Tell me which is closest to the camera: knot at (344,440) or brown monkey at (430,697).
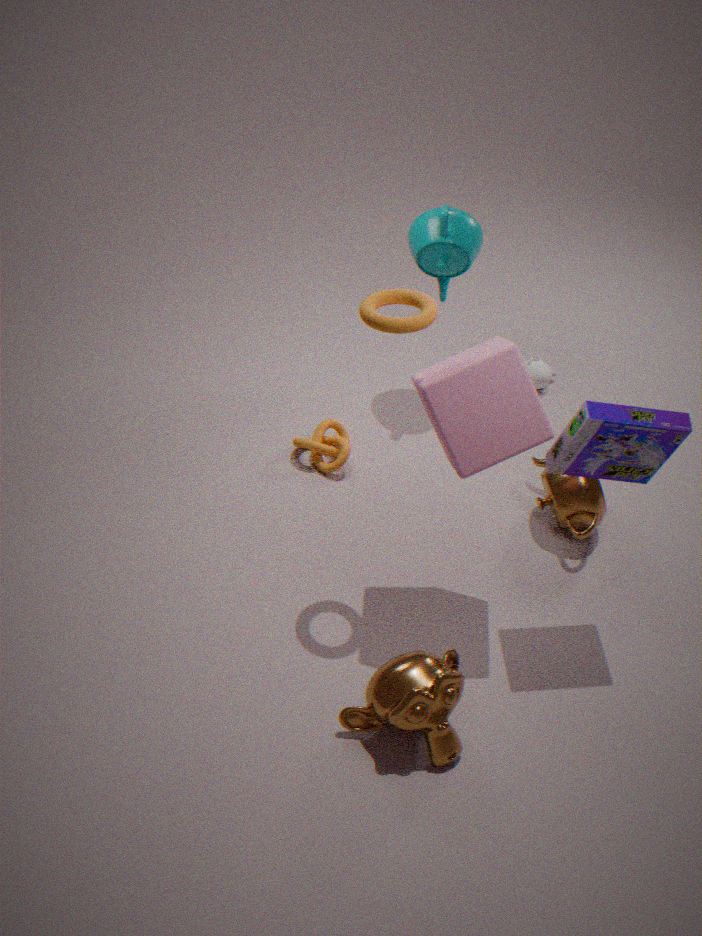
brown monkey at (430,697)
